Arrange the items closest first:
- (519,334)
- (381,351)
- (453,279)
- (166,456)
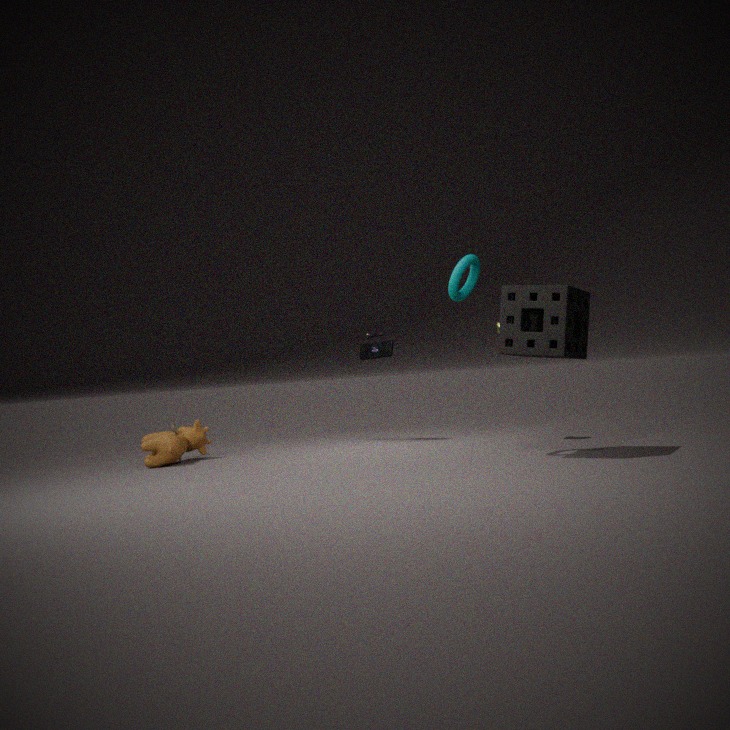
(519,334), (453,279), (166,456), (381,351)
